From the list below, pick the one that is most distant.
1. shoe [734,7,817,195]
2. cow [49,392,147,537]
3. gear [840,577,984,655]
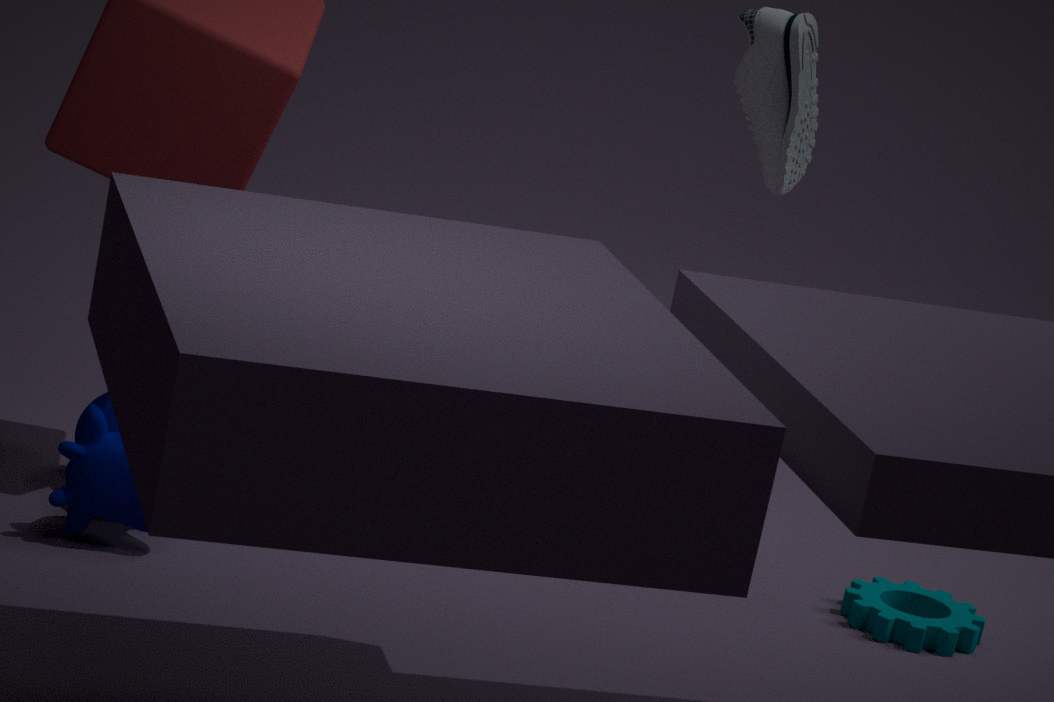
shoe [734,7,817,195]
